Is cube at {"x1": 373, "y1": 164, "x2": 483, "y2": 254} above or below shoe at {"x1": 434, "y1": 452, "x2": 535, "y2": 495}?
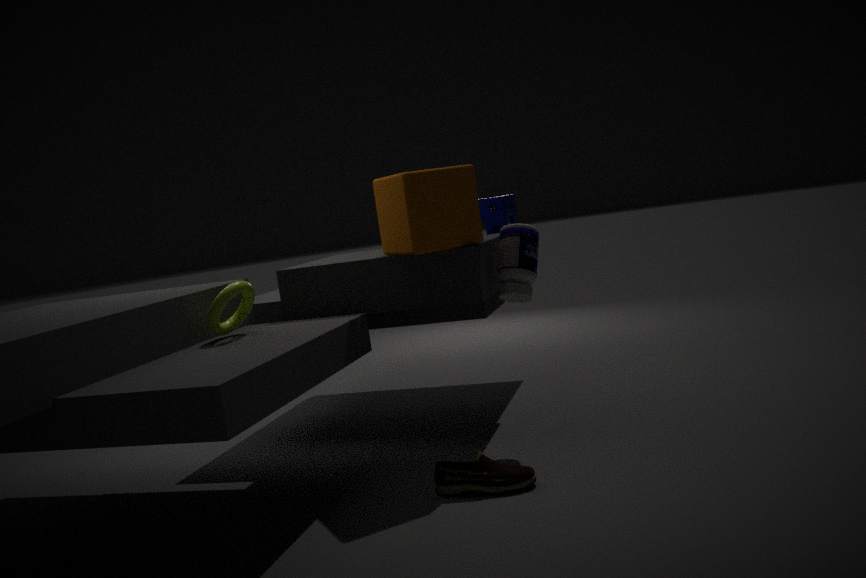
→ above
